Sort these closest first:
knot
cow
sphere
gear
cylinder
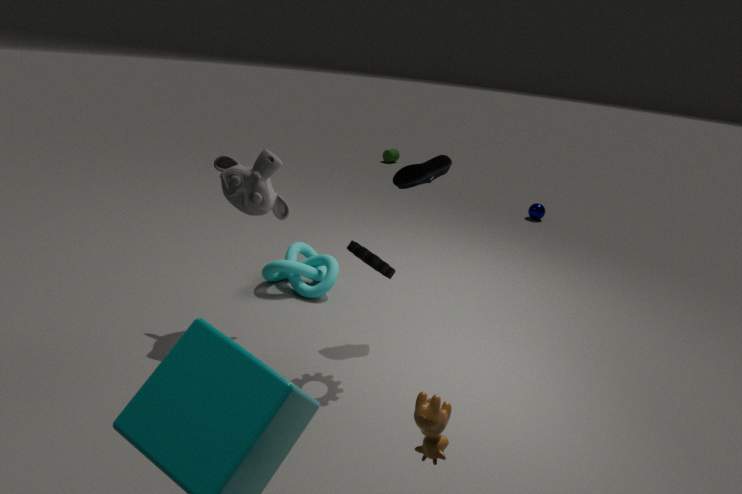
cow, gear, knot, sphere, cylinder
